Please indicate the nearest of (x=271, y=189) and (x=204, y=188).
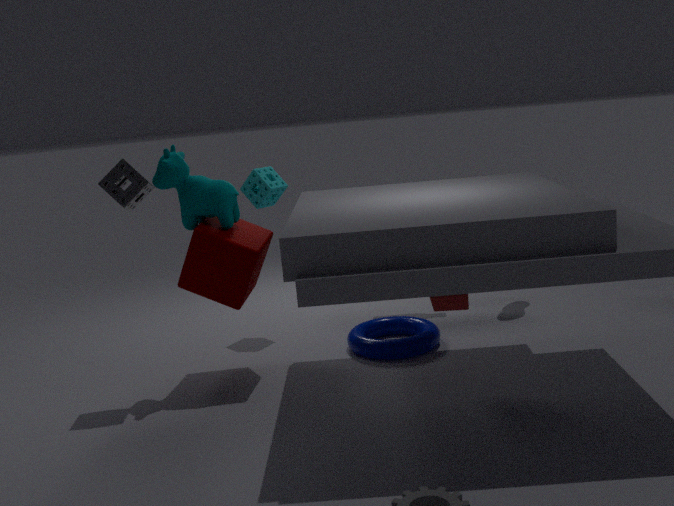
(x=204, y=188)
